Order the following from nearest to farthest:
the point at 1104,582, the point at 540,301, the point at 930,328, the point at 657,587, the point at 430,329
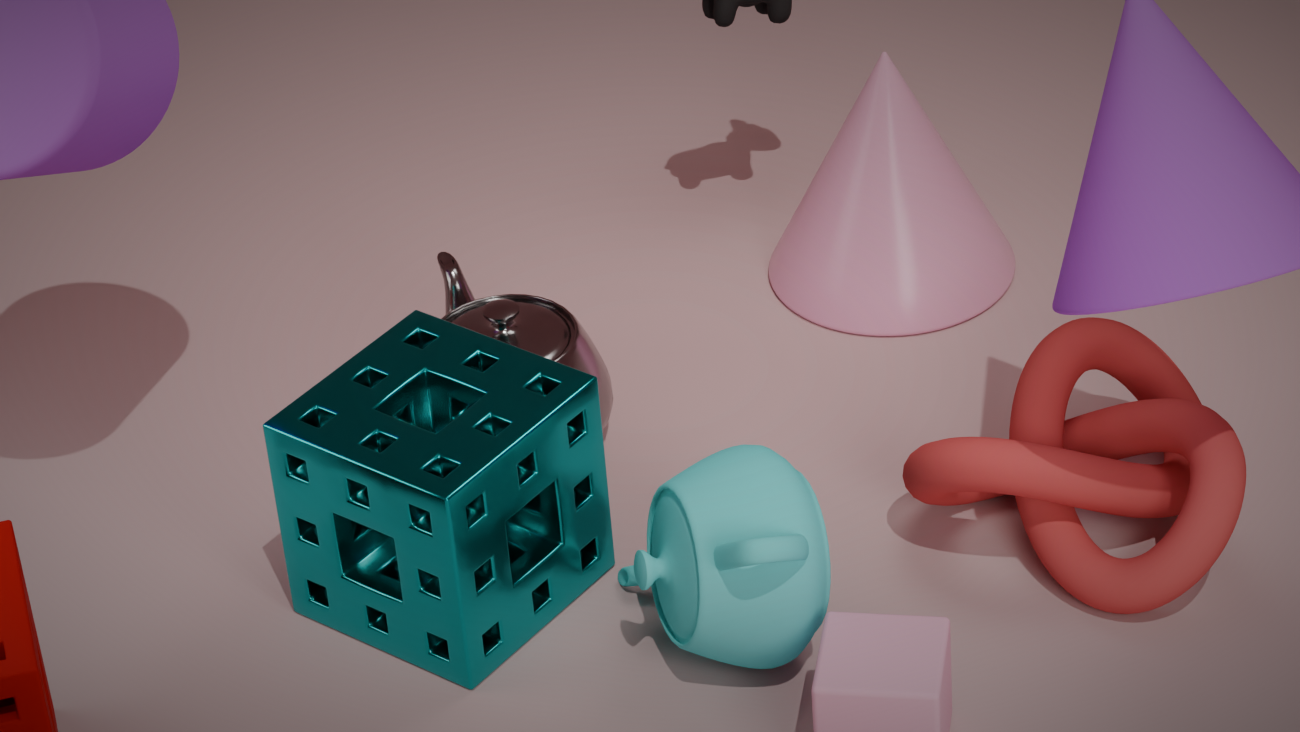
the point at 657,587
the point at 1104,582
the point at 430,329
the point at 540,301
the point at 930,328
